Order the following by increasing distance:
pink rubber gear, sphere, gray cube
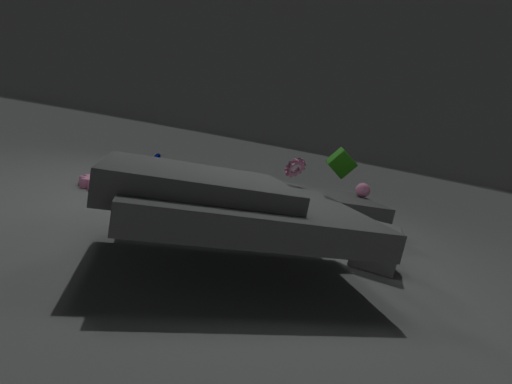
1. gray cube
2. pink rubber gear
3. sphere
